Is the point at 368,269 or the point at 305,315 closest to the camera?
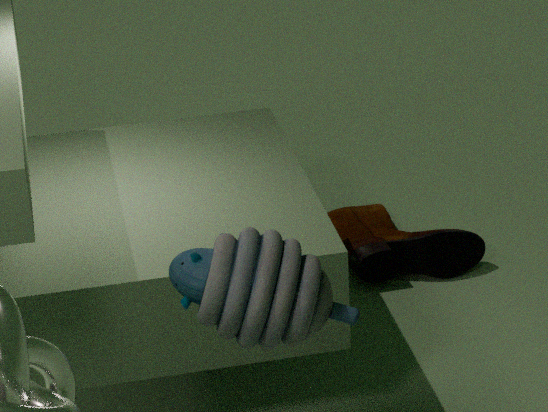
the point at 305,315
